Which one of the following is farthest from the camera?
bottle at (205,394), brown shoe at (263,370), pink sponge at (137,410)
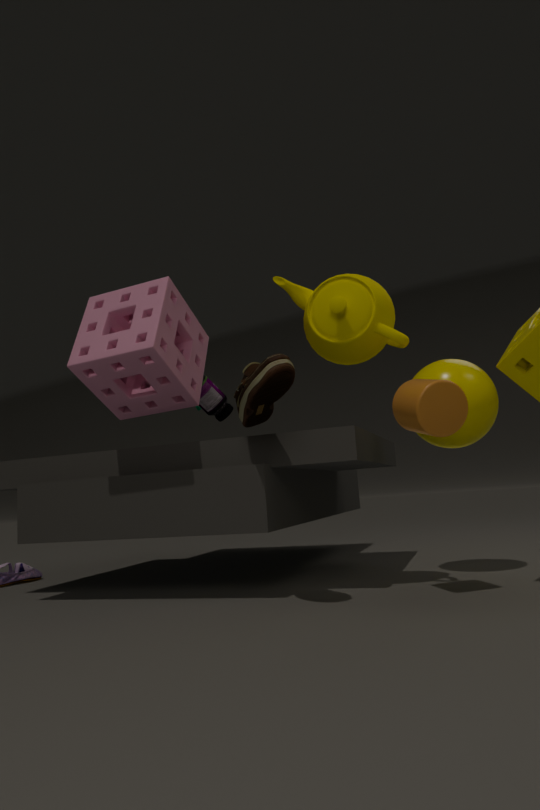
bottle at (205,394)
